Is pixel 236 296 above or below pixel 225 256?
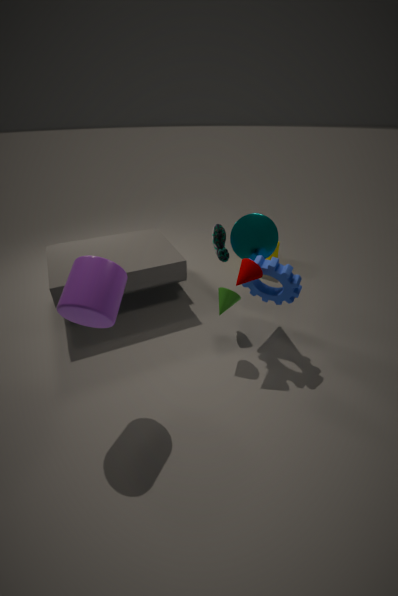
below
